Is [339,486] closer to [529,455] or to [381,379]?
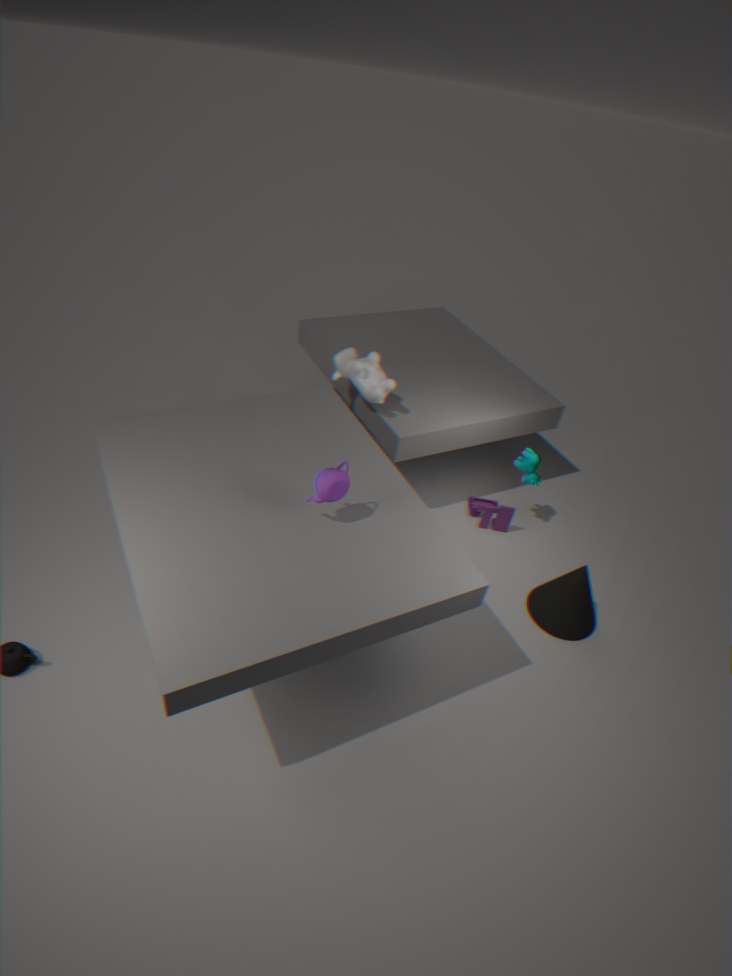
[381,379]
